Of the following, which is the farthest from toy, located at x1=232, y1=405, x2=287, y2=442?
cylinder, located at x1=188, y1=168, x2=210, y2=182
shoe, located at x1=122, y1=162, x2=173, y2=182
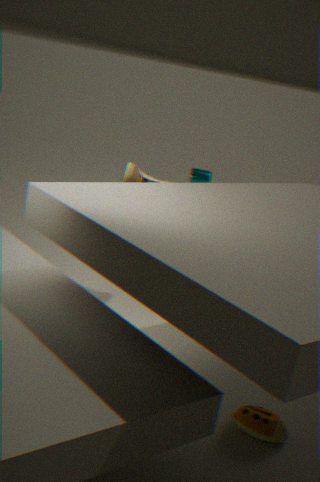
cylinder, located at x1=188, y1=168, x2=210, y2=182
